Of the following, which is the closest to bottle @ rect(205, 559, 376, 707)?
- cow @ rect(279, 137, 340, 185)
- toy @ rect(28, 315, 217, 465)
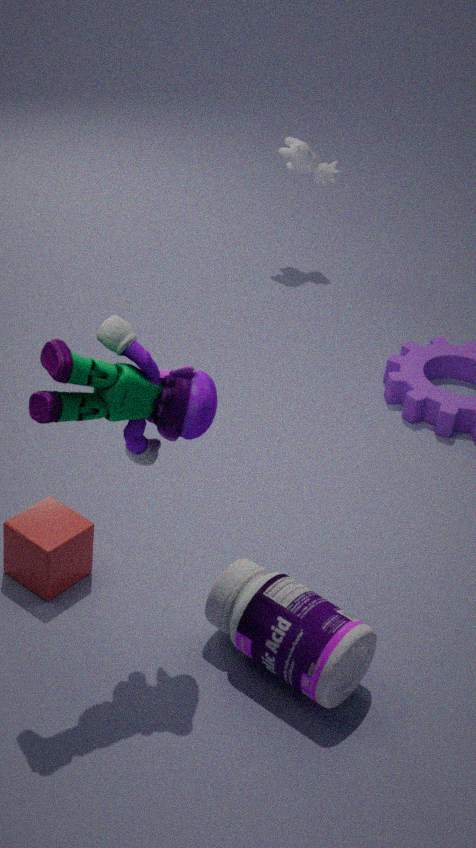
toy @ rect(28, 315, 217, 465)
